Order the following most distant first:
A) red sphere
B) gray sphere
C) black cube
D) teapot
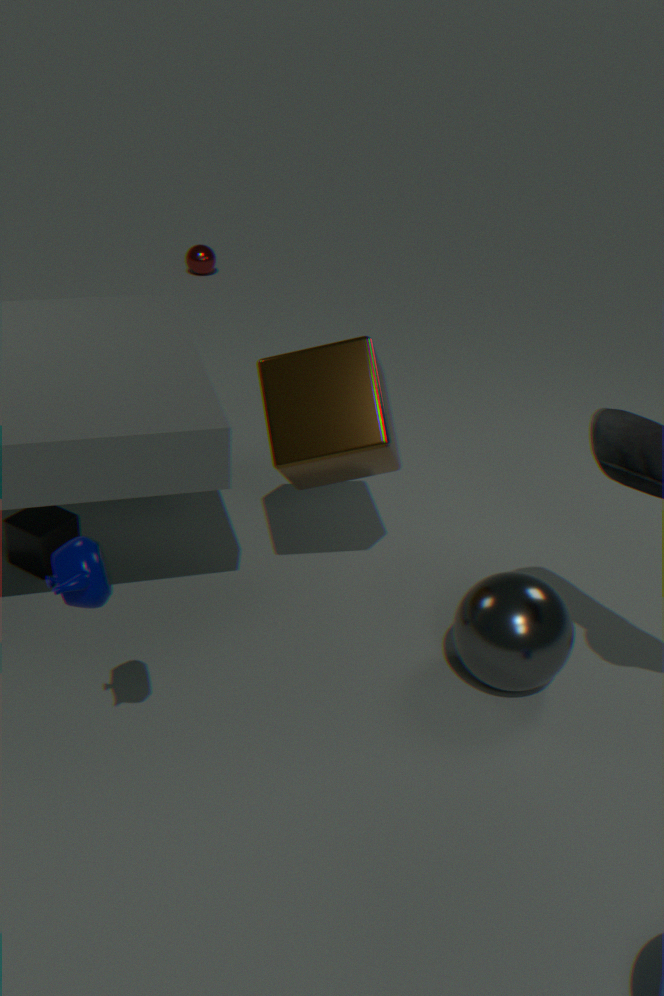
red sphere → black cube → gray sphere → teapot
